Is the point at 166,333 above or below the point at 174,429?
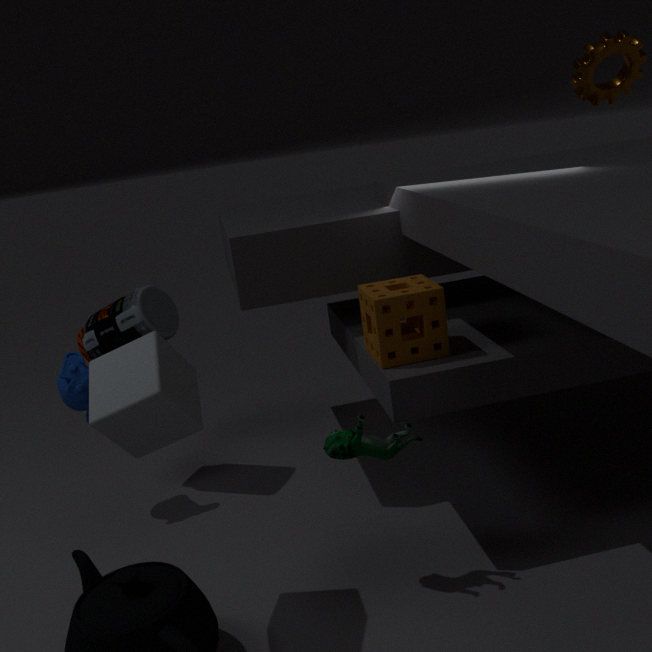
below
